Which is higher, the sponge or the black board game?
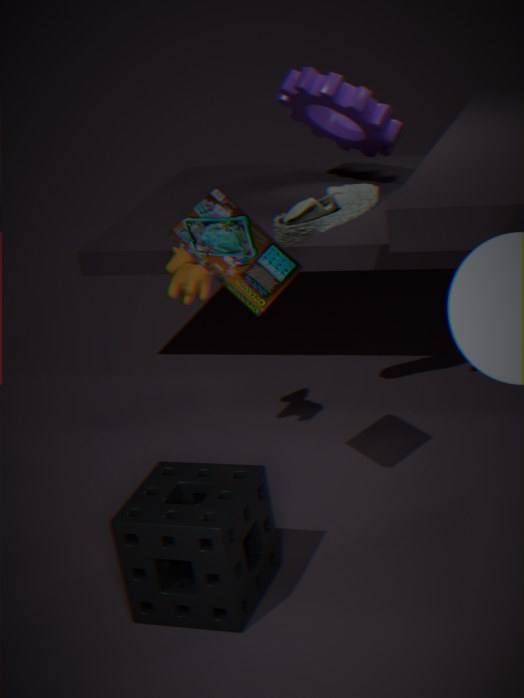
the black board game
